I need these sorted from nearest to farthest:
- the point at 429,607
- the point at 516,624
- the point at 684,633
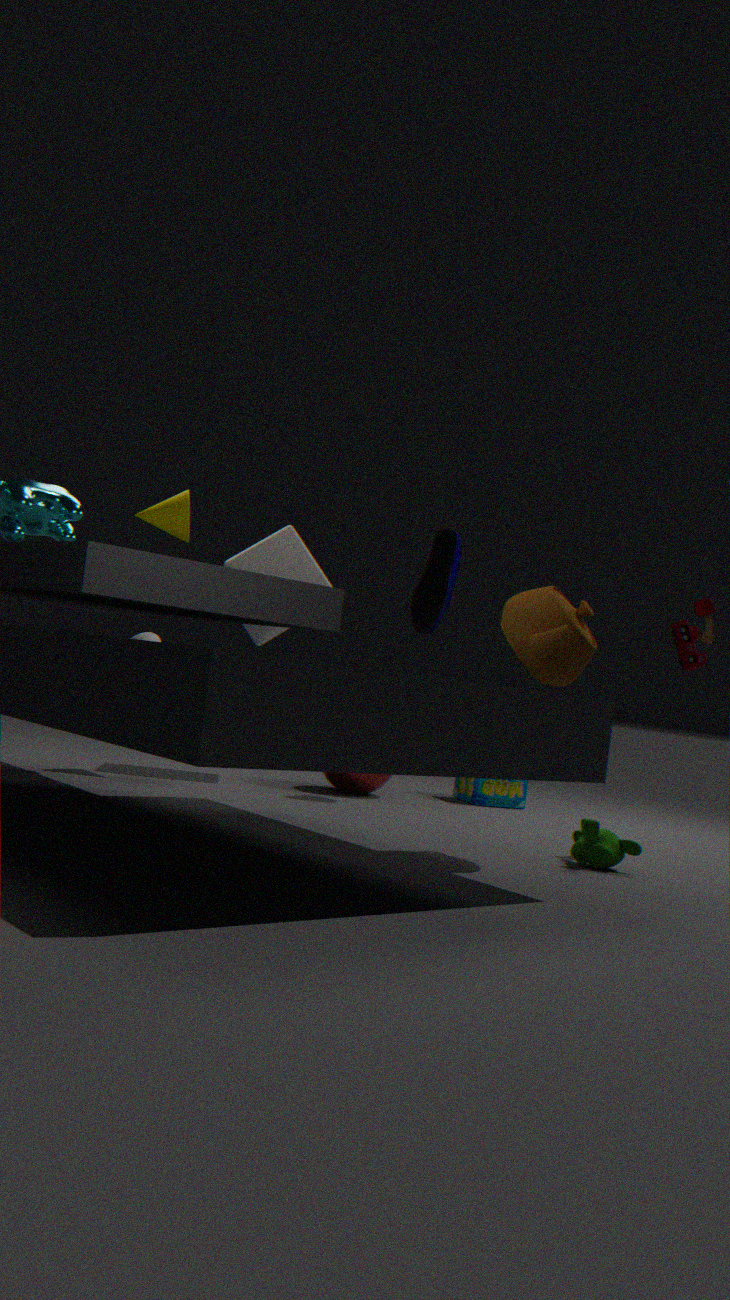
the point at 516,624, the point at 684,633, the point at 429,607
